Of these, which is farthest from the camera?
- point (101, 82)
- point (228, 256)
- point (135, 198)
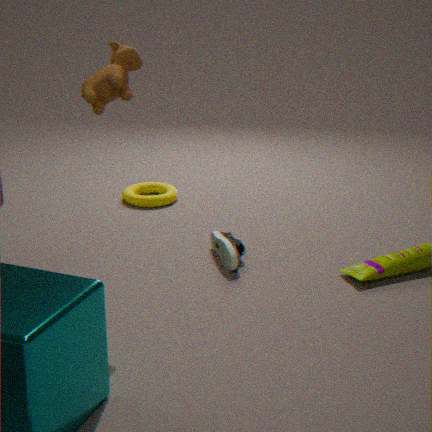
point (135, 198)
